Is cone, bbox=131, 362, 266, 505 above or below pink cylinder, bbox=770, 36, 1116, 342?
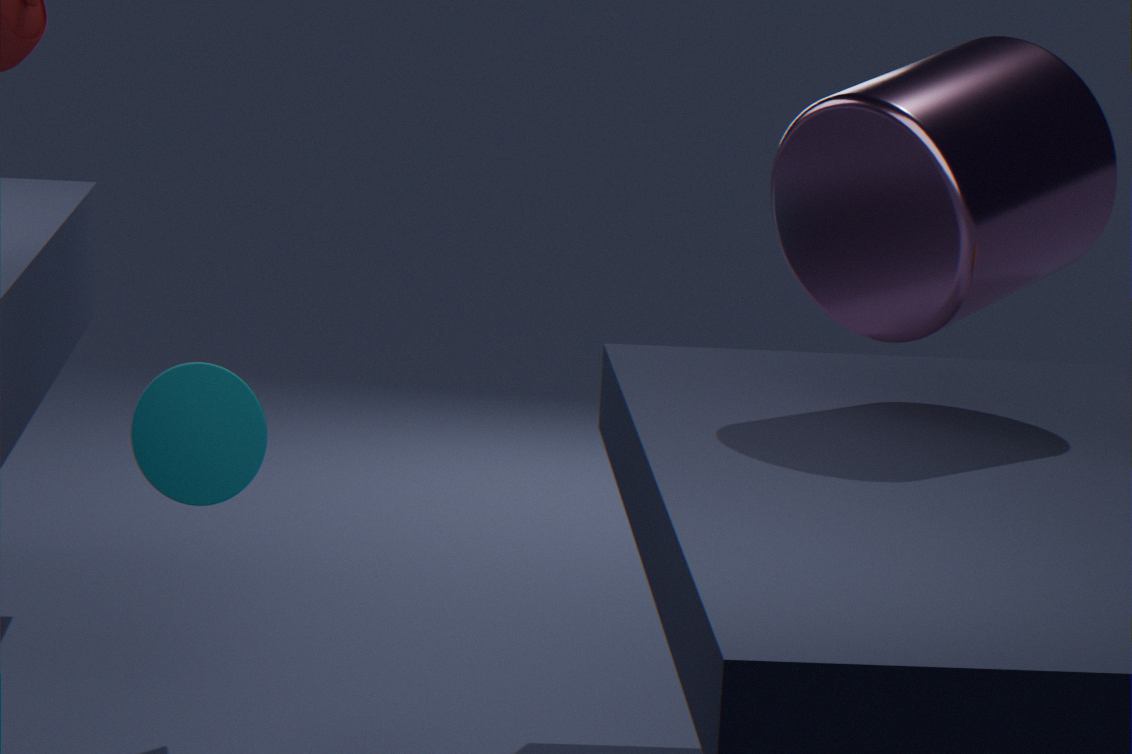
below
